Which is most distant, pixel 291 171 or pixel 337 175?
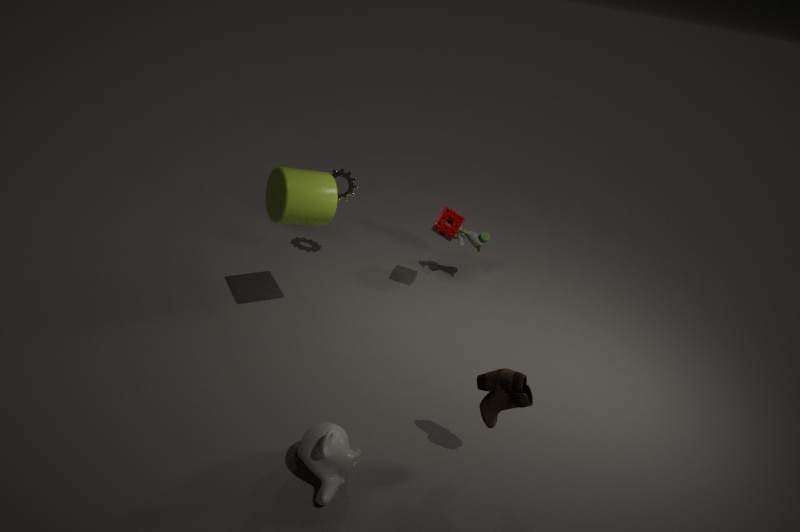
pixel 337 175
